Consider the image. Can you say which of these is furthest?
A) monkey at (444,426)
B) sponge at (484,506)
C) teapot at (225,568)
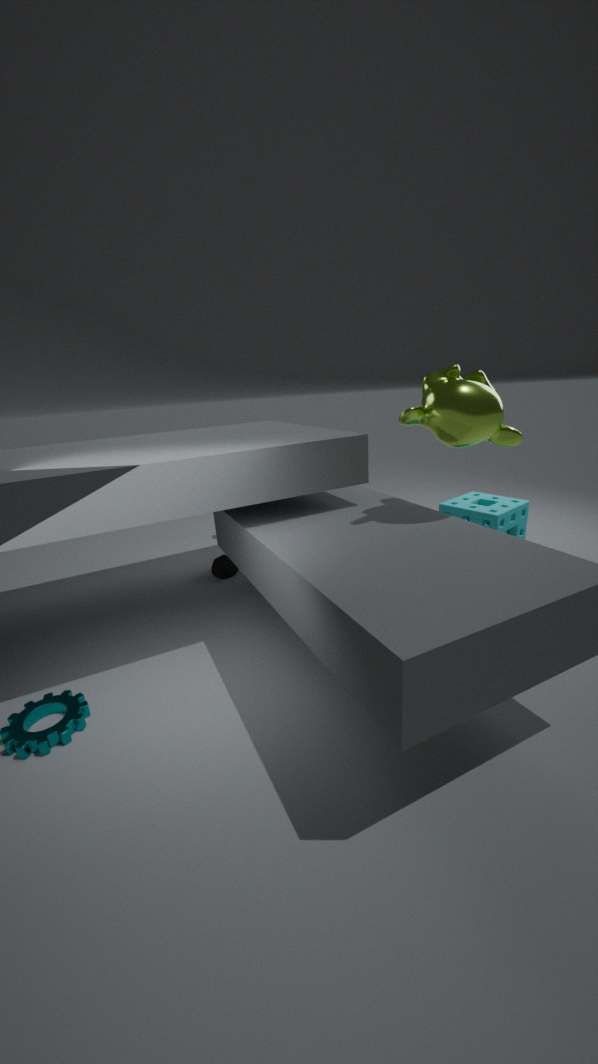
teapot at (225,568)
